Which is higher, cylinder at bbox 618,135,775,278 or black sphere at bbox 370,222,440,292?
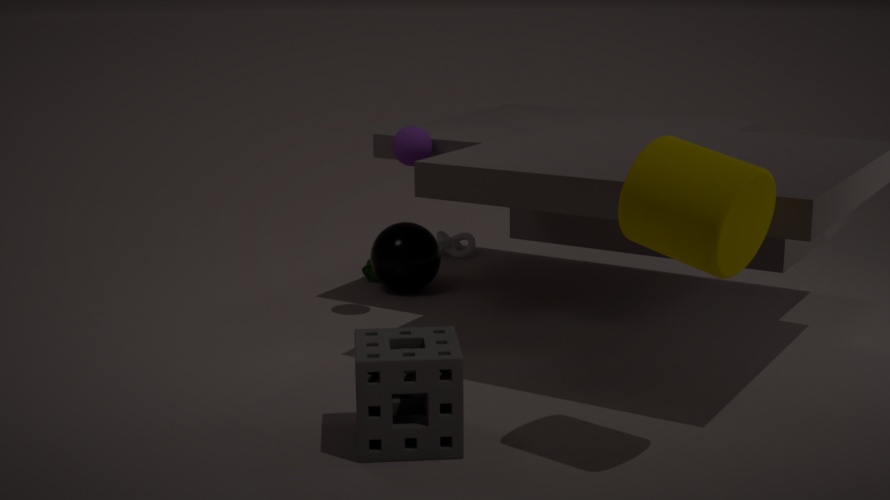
cylinder at bbox 618,135,775,278
